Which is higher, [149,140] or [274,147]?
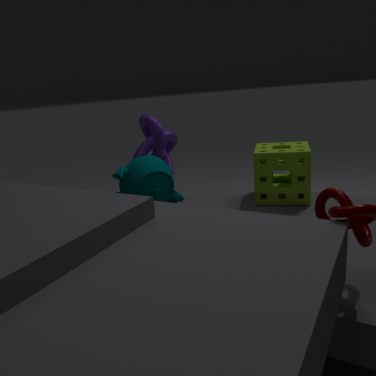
[149,140]
